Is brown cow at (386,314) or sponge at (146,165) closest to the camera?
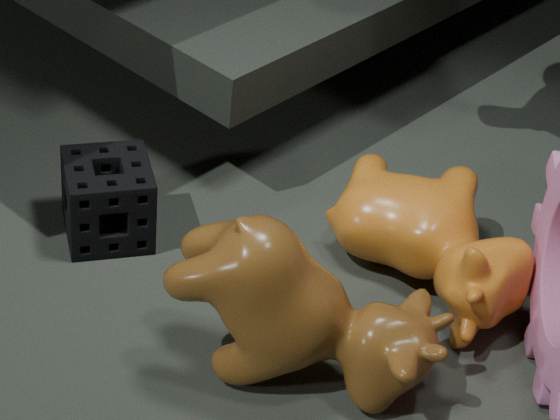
brown cow at (386,314)
